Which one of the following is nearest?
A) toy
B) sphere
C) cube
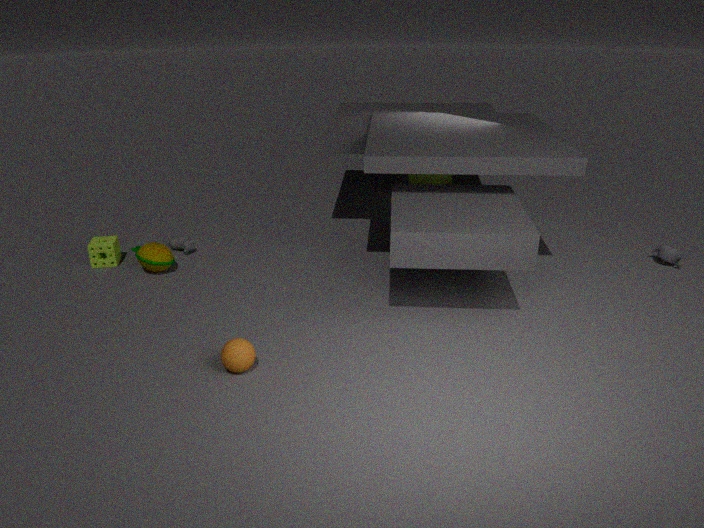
sphere
